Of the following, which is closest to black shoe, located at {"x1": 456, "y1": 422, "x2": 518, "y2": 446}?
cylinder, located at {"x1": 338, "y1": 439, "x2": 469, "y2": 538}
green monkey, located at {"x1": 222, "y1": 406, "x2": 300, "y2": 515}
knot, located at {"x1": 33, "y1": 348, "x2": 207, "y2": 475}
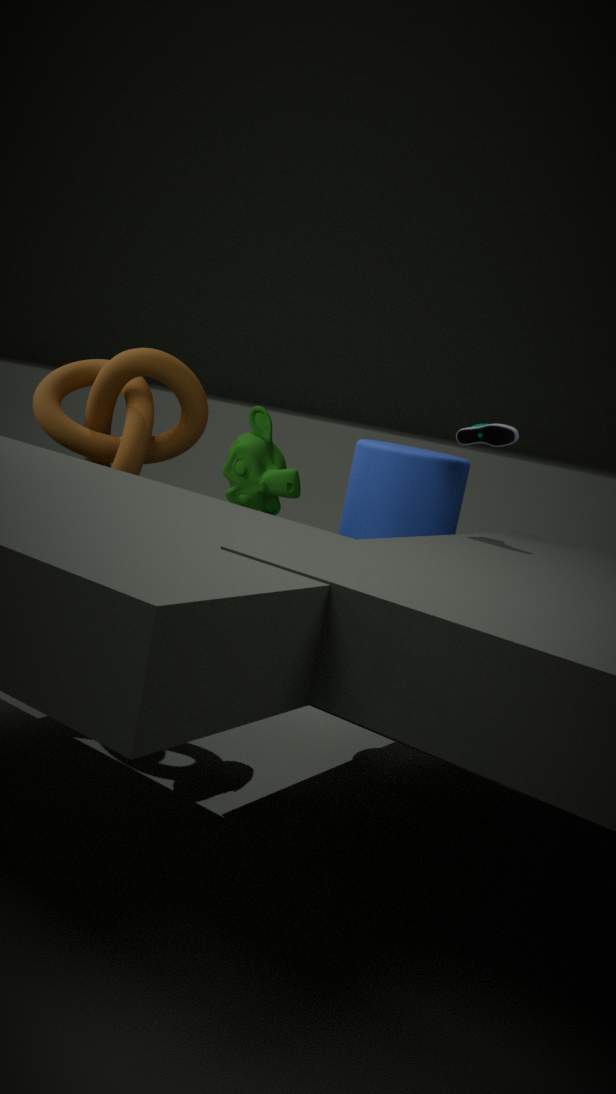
cylinder, located at {"x1": 338, "y1": 439, "x2": 469, "y2": 538}
